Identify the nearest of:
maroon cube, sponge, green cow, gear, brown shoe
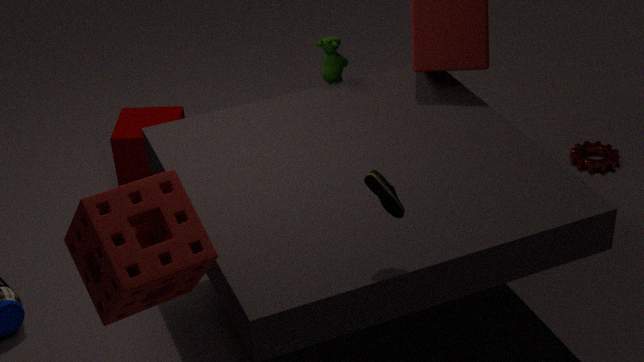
sponge
